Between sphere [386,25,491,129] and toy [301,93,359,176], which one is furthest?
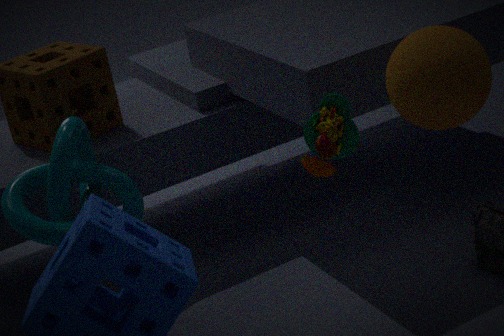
toy [301,93,359,176]
